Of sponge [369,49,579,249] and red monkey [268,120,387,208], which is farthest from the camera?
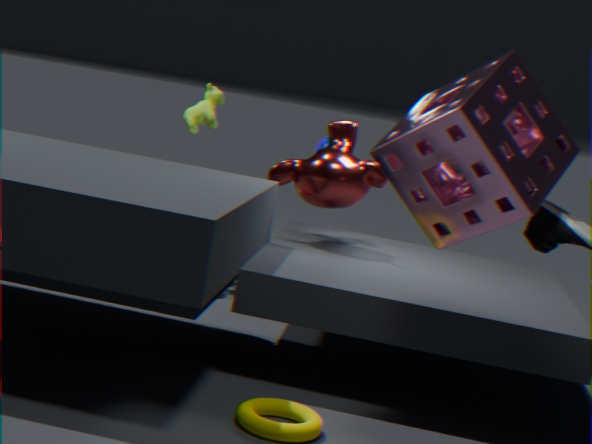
red monkey [268,120,387,208]
